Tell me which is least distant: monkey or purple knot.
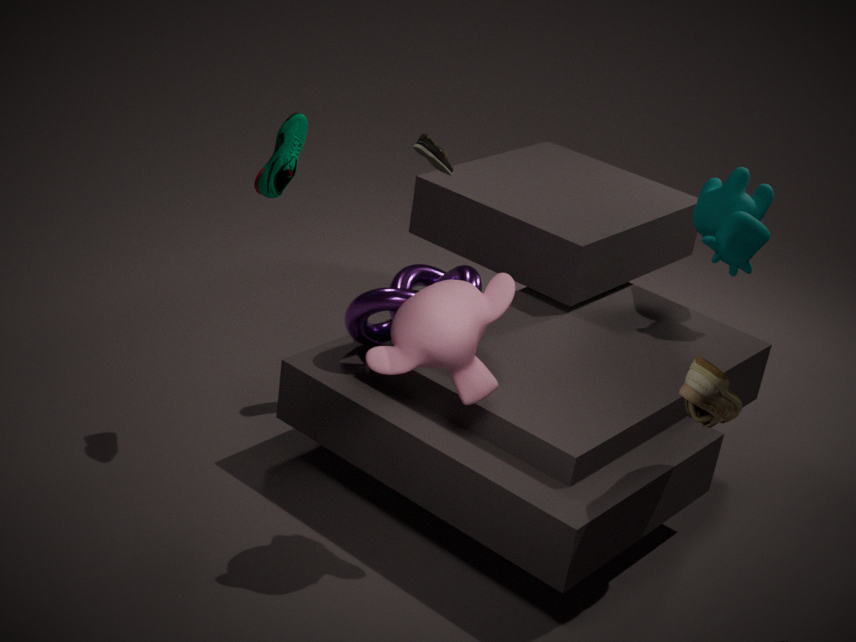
monkey
